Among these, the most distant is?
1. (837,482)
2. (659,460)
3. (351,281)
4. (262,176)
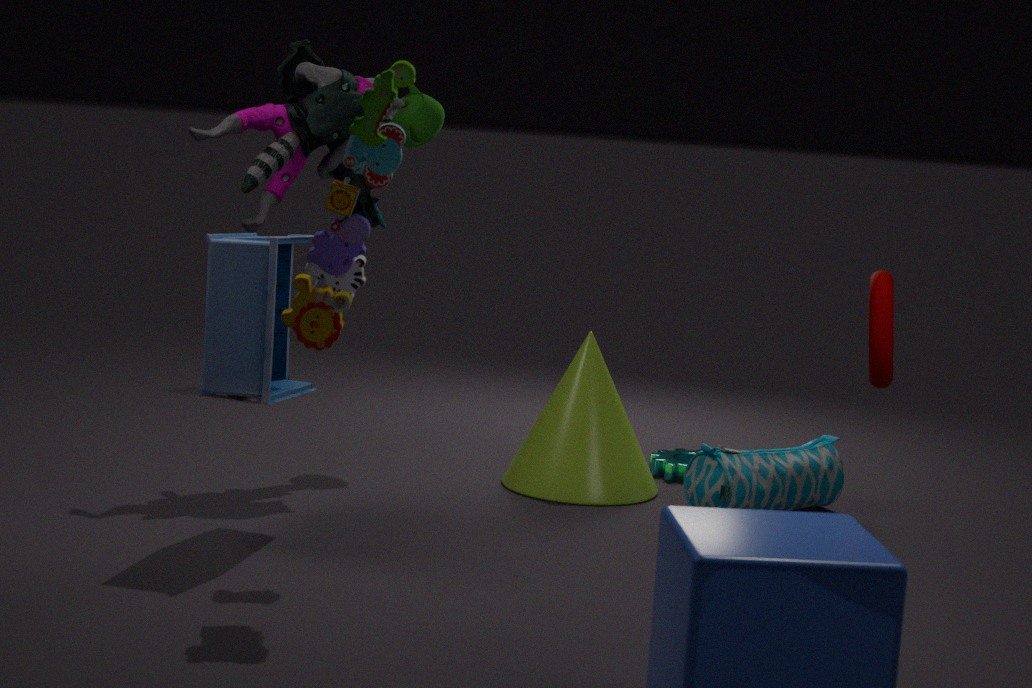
(659,460)
